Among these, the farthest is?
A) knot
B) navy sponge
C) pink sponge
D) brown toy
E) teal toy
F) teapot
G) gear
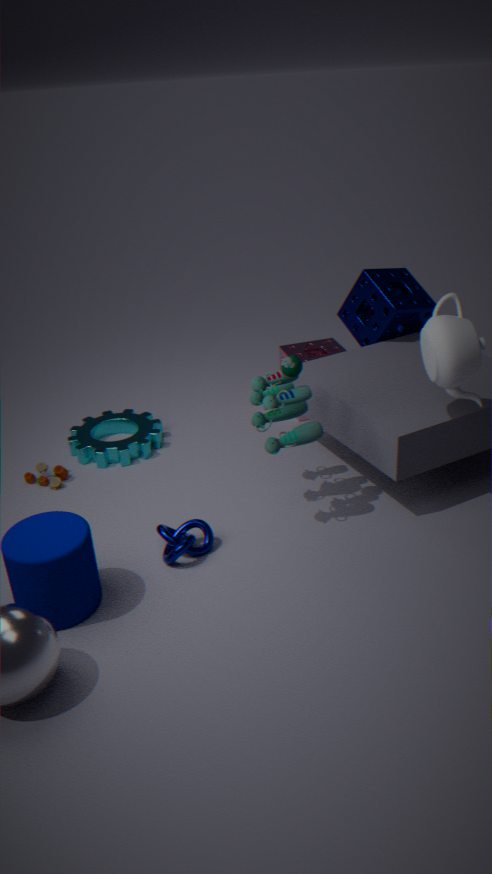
pink sponge
